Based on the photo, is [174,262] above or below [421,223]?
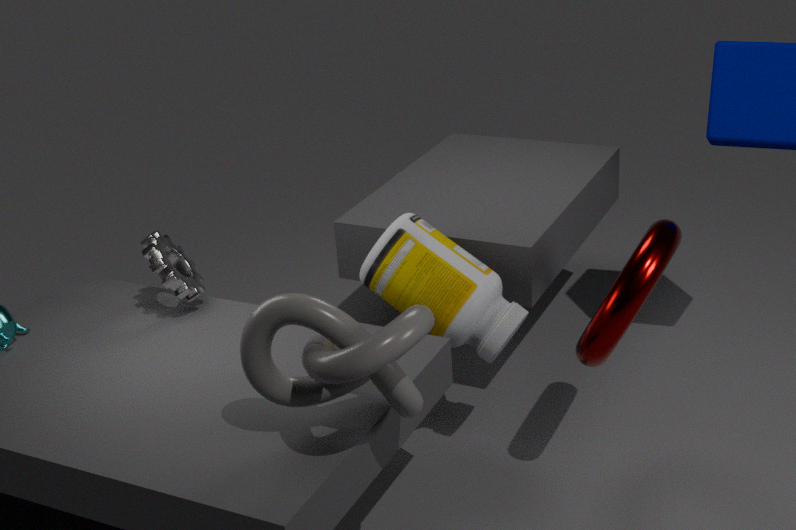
above
